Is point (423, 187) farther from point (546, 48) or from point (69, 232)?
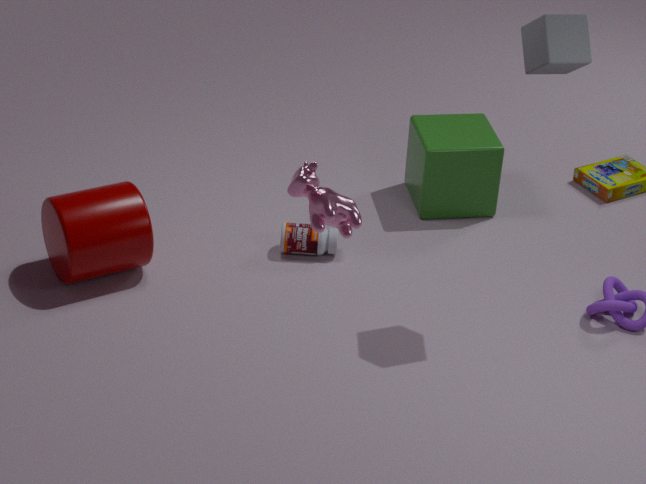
point (69, 232)
